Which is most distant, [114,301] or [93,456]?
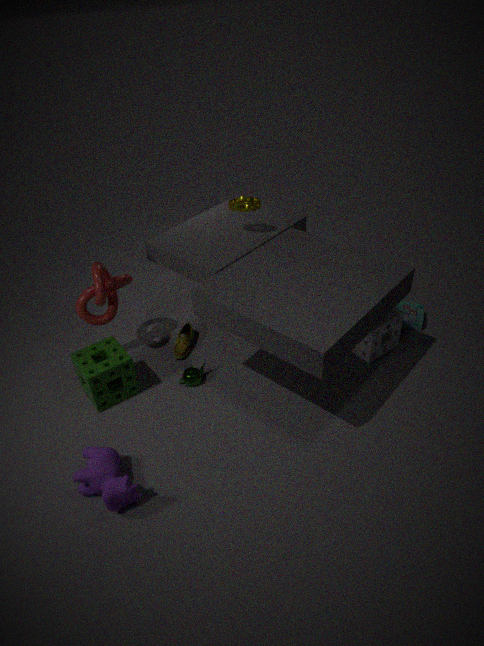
[114,301]
